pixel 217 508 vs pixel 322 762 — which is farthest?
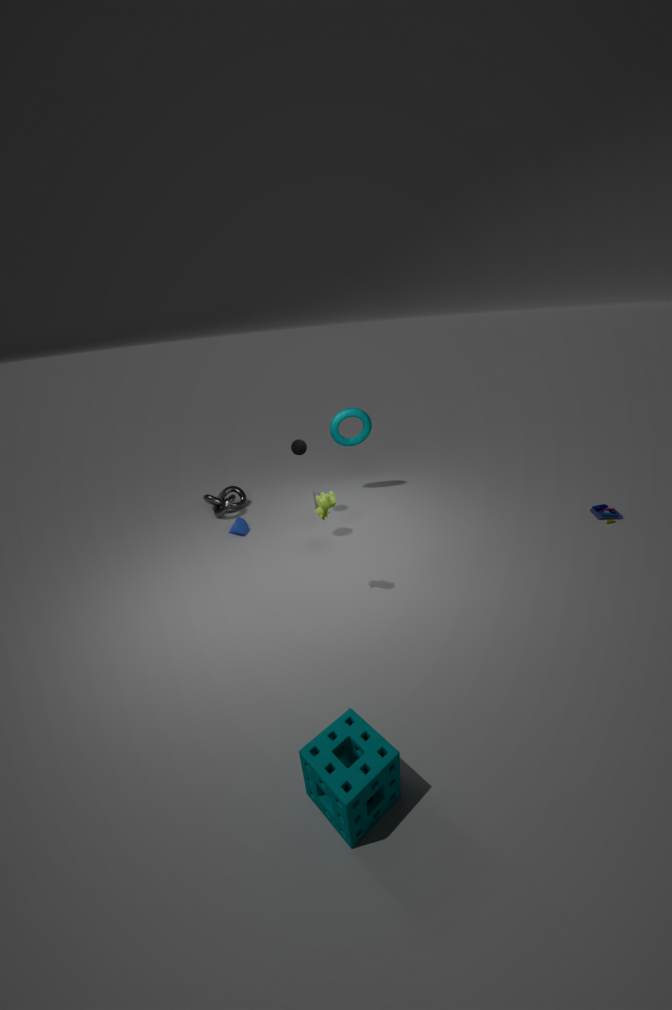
pixel 217 508
